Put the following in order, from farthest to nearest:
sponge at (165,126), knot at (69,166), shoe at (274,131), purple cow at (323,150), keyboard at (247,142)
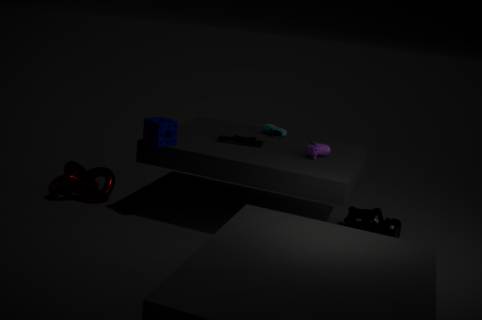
shoe at (274,131)
knot at (69,166)
keyboard at (247,142)
purple cow at (323,150)
sponge at (165,126)
